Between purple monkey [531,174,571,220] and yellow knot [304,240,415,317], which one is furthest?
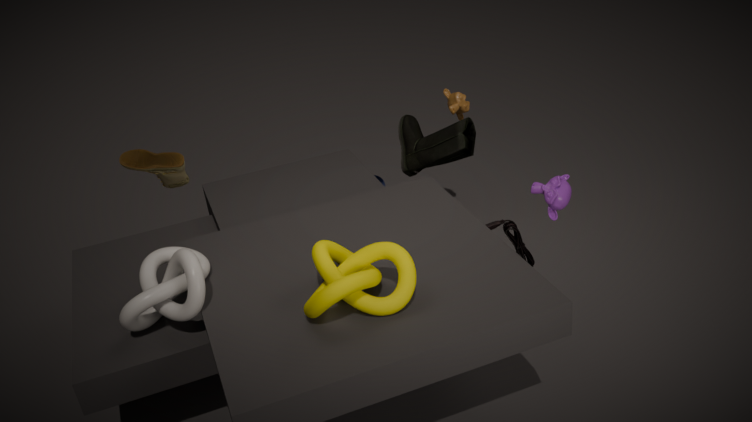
purple monkey [531,174,571,220]
